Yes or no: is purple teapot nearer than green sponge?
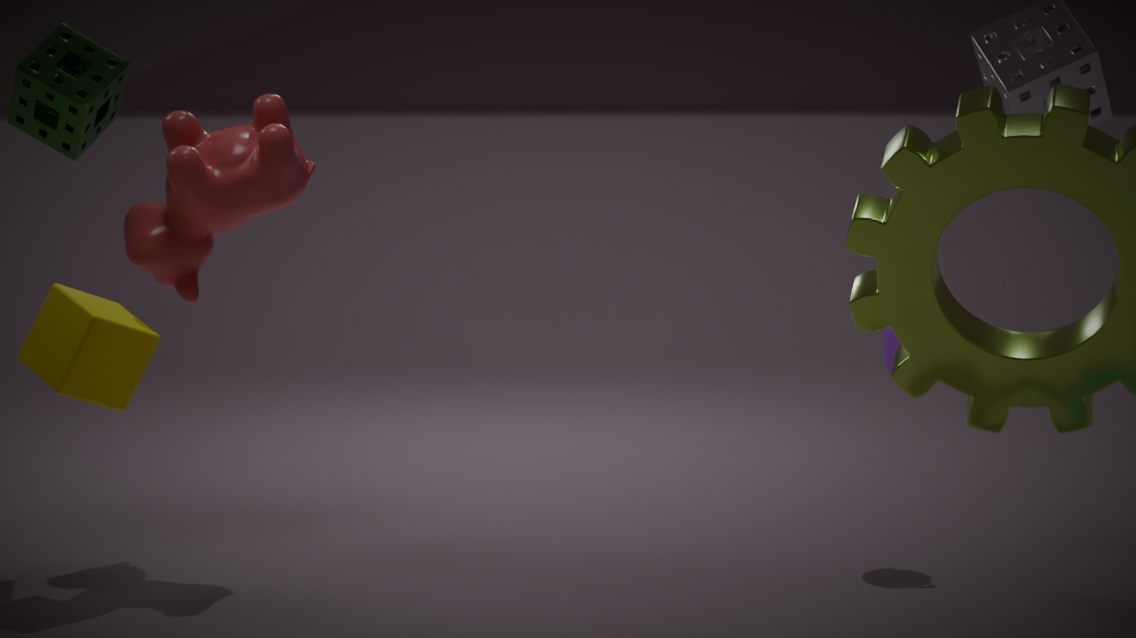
Yes
